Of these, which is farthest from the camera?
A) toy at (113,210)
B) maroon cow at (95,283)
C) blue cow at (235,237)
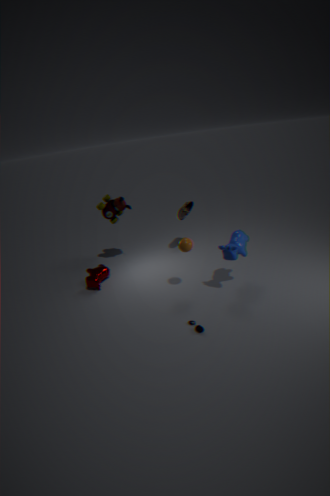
toy at (113,210)
